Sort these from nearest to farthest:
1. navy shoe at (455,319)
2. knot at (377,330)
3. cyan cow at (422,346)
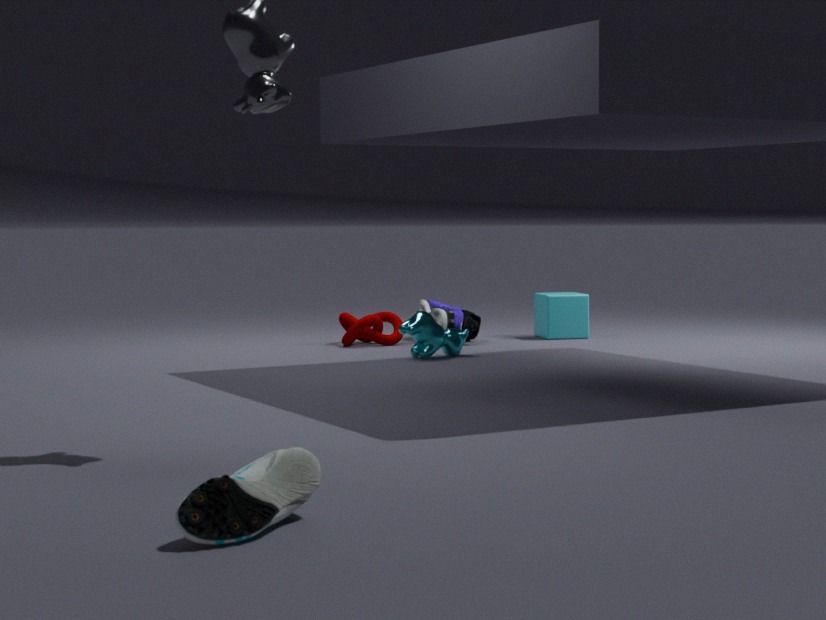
cyan cow at (422,346)
knot at (377,330)
navy shoe at (455,319)
